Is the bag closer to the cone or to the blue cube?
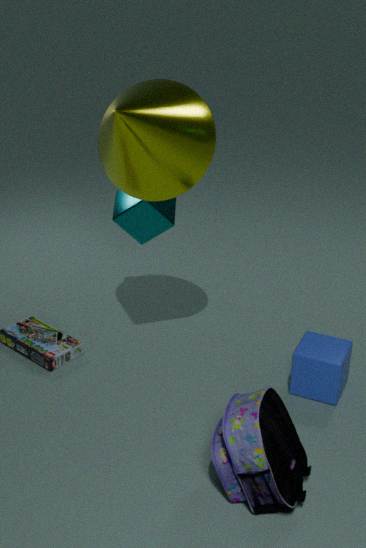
the blue cube
